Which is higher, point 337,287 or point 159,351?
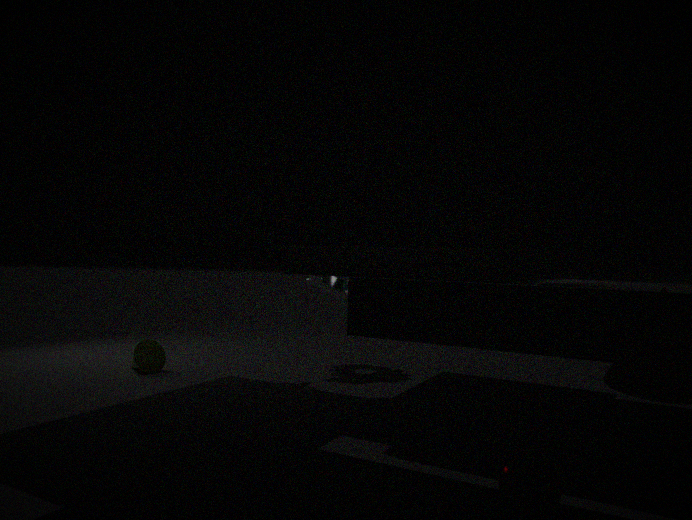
point 337,287
